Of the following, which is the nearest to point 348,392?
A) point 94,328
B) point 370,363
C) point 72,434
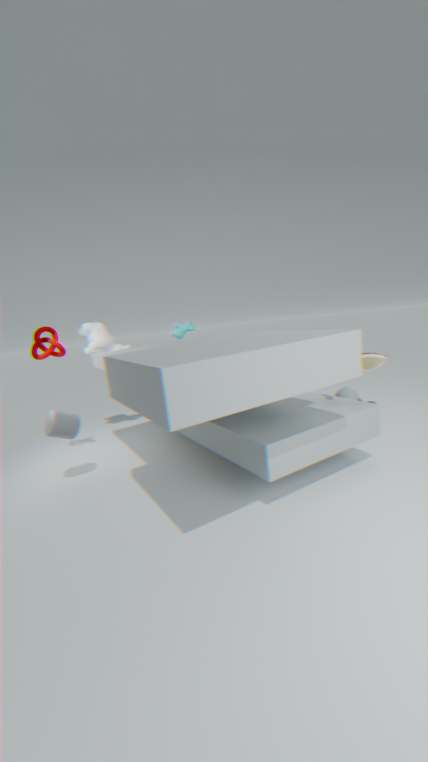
point 370,363
